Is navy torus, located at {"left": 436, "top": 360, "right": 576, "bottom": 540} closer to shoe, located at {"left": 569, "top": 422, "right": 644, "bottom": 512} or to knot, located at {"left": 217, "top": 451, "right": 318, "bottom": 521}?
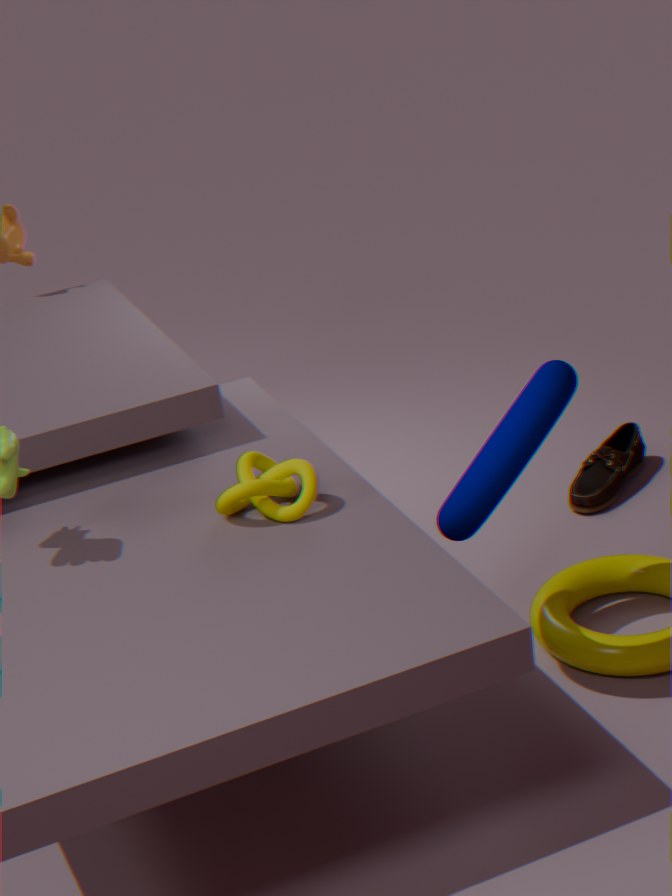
knot, located at {"left": 217, "top": 451, "right": 318, "bottom": 521}
